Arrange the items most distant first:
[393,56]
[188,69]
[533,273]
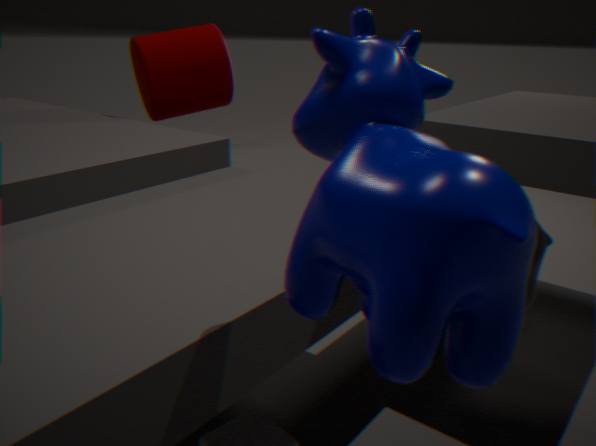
[188,69]
[533,273]
[393,56]
